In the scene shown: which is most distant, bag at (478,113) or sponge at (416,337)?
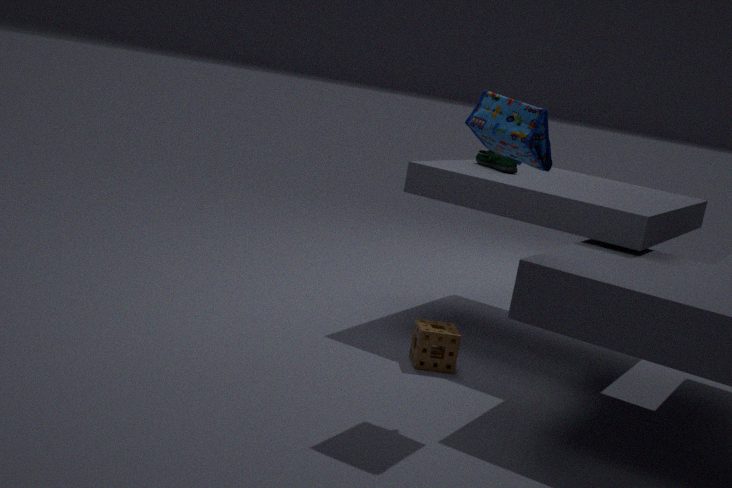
sponge at (416,337)
